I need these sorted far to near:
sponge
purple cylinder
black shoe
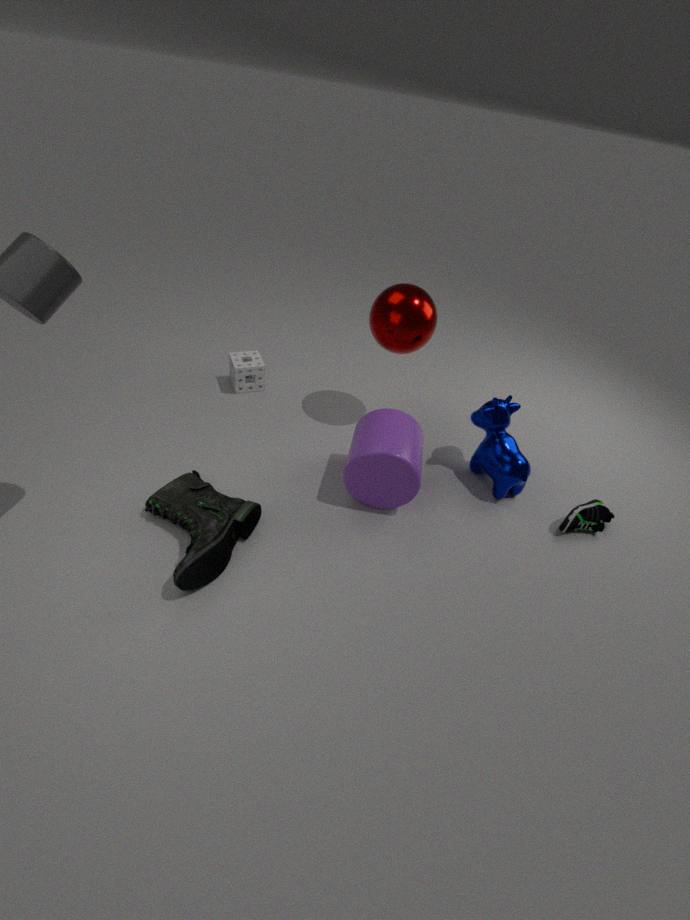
sponge < purple cylinder < black shoe
